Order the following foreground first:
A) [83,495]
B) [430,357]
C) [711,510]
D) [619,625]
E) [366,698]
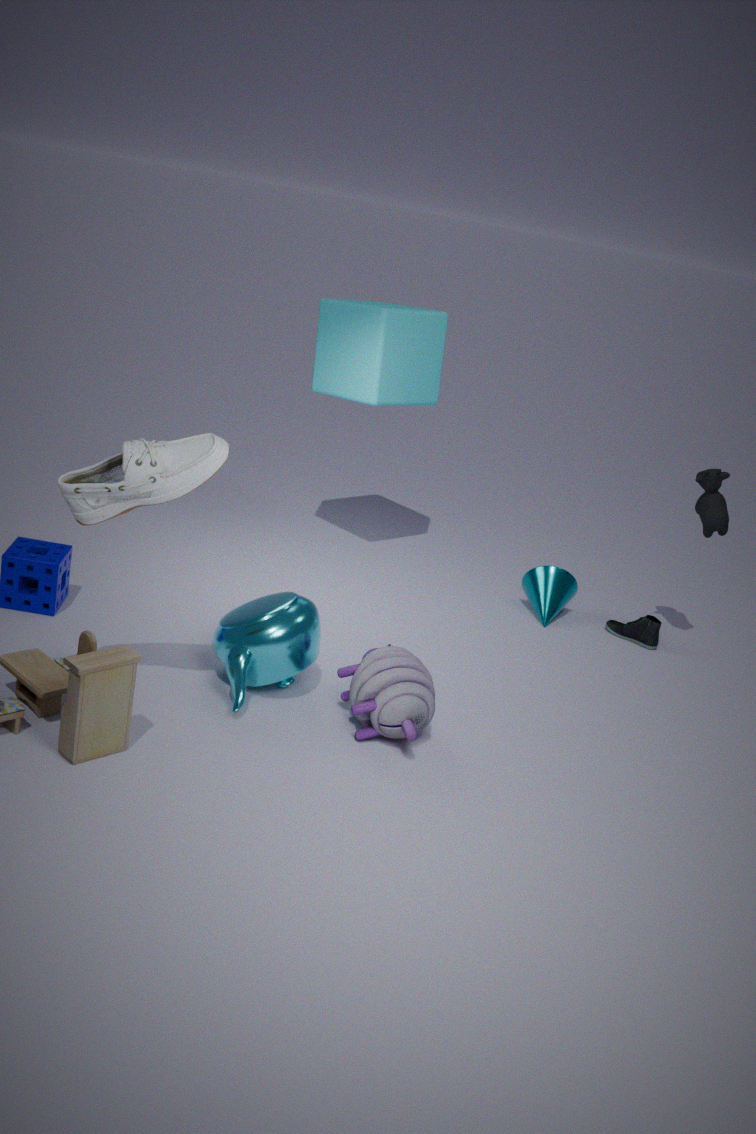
[83,495] < [366,698] < [711,510] < [619,625] < [430,357]
